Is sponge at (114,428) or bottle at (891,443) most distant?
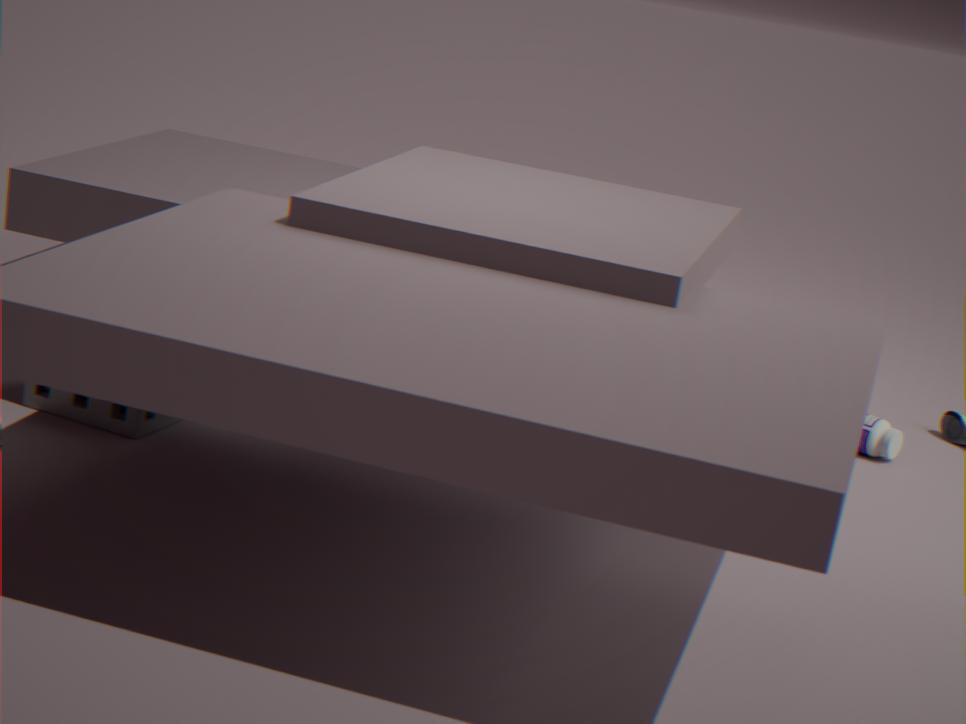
bottle at (891,443)
